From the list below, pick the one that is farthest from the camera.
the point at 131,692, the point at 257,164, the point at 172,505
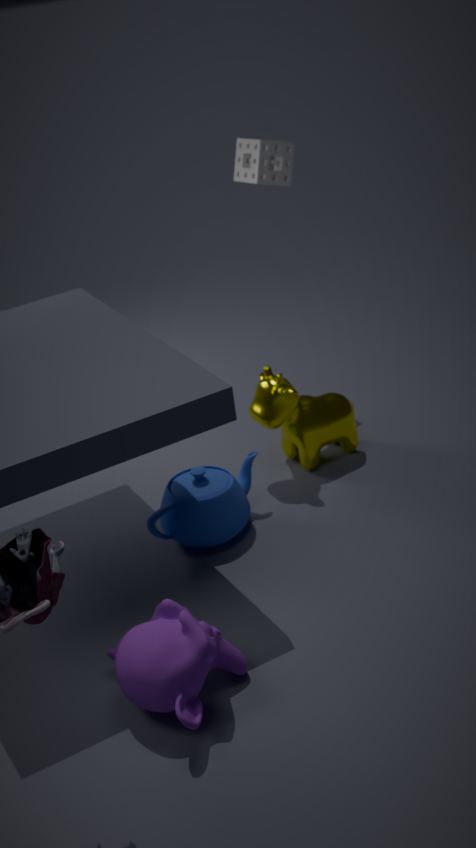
the point at 257,164
